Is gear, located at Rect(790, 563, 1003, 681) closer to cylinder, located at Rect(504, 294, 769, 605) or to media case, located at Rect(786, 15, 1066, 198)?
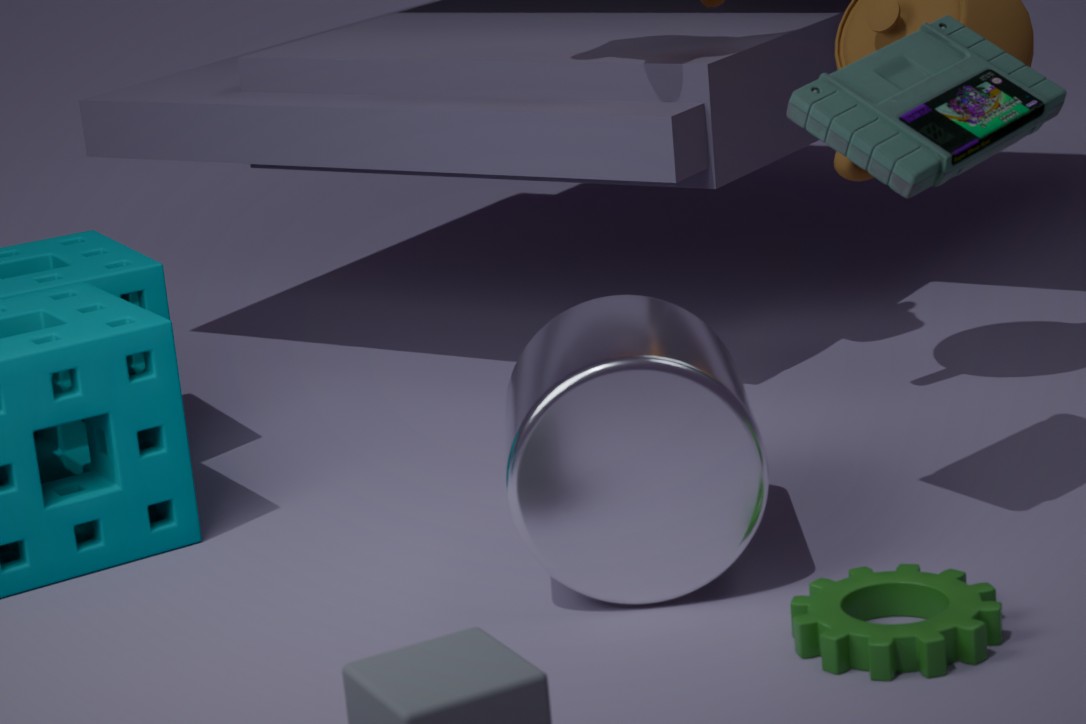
cylinder, located at Rect(504, 294, 769, 605)
